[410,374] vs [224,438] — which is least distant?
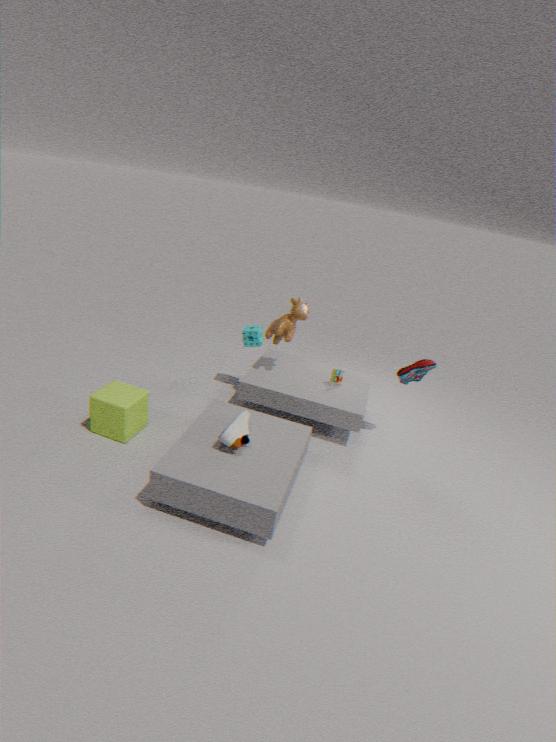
[224,438]
